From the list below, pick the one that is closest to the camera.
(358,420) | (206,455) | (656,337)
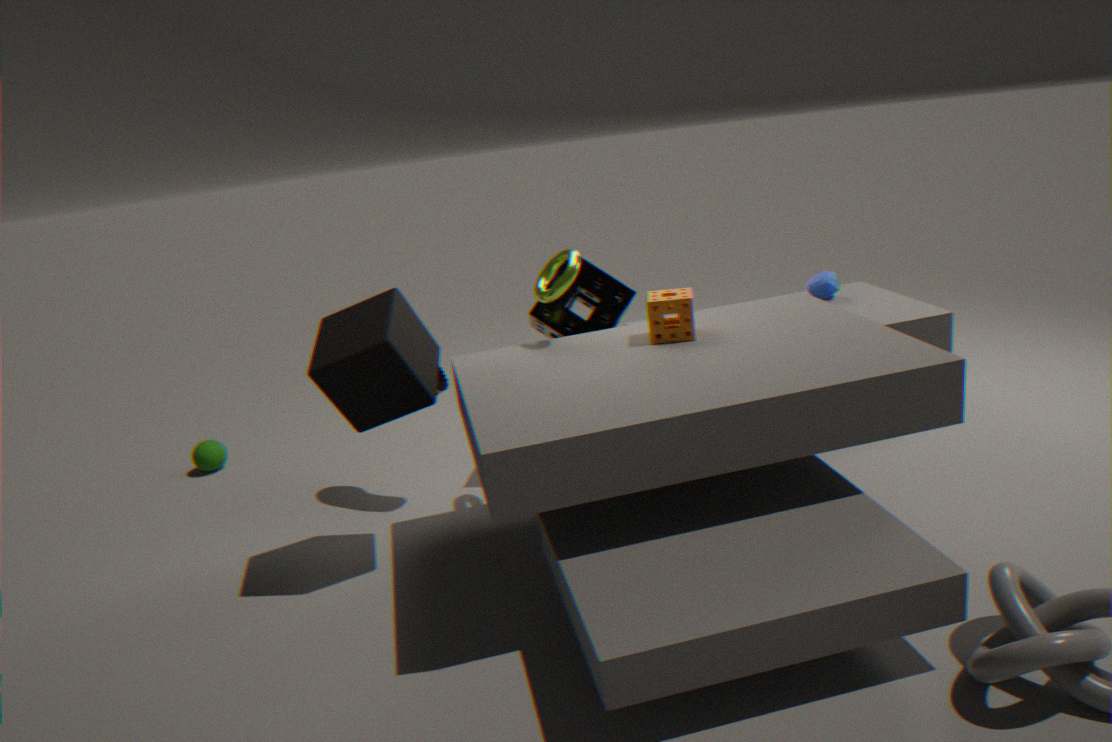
(358,420)
